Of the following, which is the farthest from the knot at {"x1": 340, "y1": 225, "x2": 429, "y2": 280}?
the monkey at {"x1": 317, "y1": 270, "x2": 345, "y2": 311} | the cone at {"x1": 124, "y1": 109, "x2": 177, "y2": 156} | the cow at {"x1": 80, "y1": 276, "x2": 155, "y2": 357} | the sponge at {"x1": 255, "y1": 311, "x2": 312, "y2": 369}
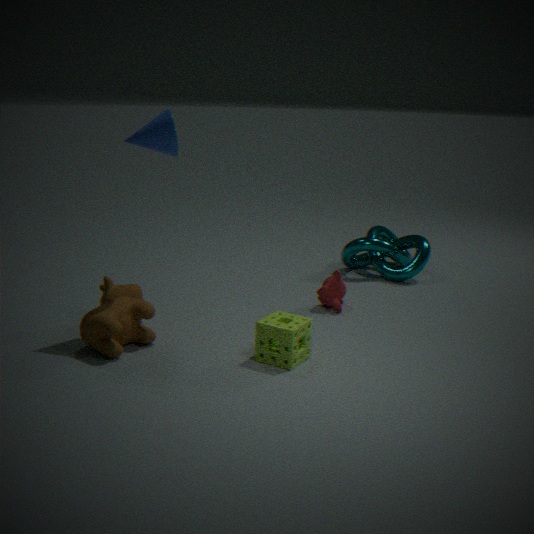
the cone at {"x1": 124, "y1": 109, "x2": 177, "y2": 156}
